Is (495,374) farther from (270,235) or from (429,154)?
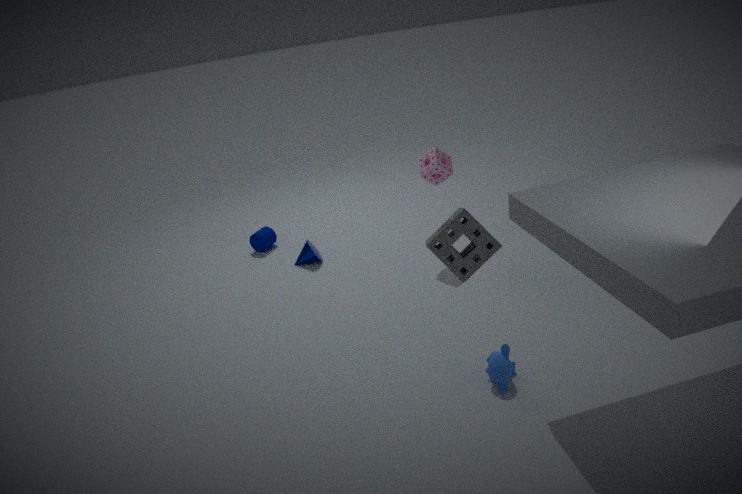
(270,235)
